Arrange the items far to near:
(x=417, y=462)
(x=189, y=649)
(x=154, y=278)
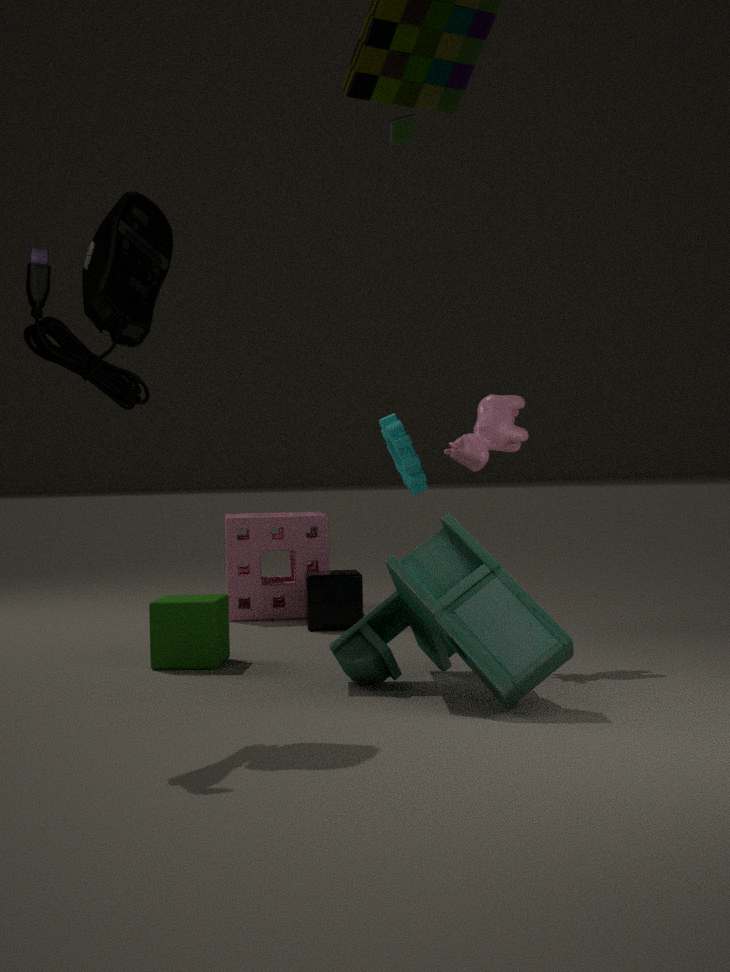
(x=417, y=462) < (x=189, y=649) < (x=154, y=278)
